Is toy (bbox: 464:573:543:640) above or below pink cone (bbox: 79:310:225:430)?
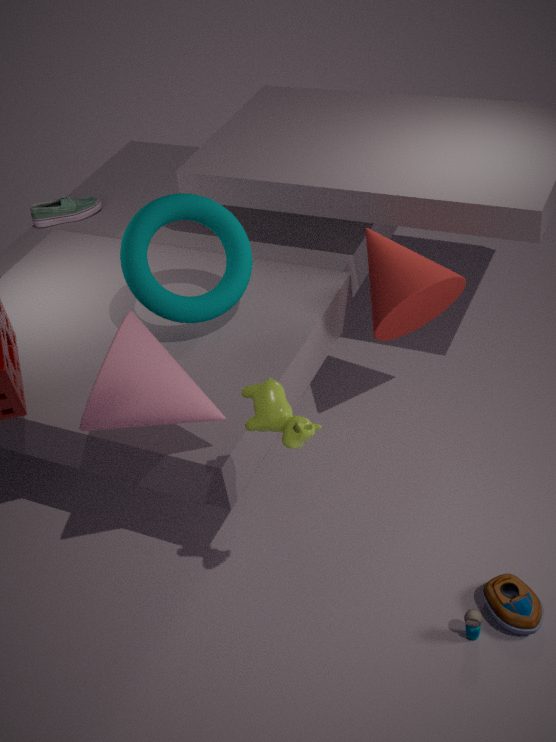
below
